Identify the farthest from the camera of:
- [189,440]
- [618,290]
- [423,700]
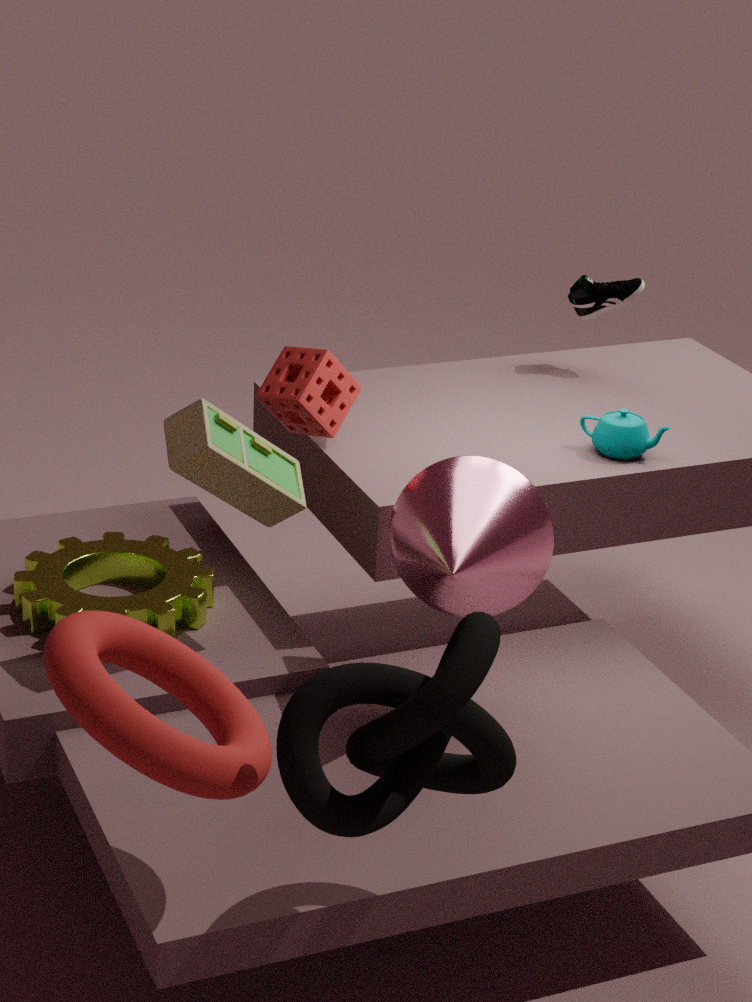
[618,290]
